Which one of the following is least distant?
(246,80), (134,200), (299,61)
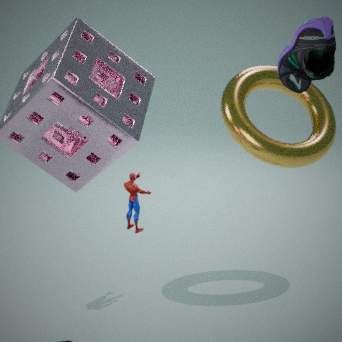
(299,61)
